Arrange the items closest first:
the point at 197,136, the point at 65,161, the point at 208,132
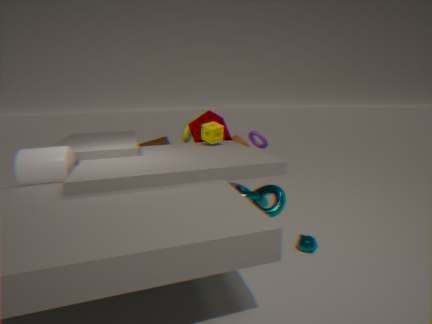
the point at 65,161 < the point at 208,132 < the point at 197,136
